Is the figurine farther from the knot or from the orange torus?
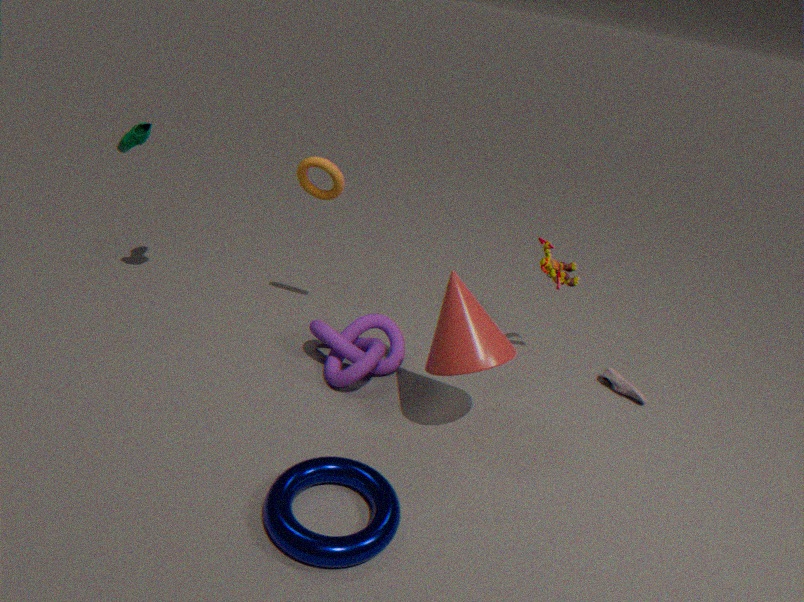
the orange torus
